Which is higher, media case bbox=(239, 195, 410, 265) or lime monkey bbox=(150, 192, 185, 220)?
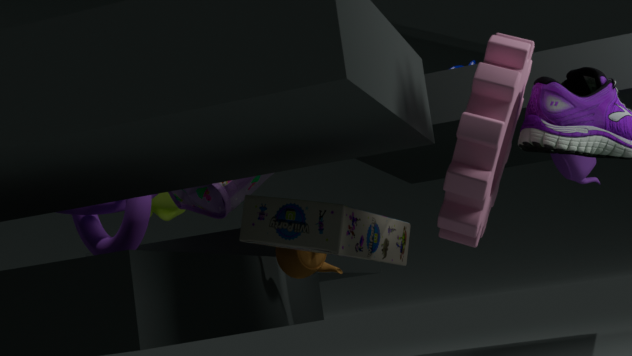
lime monkey bbox=(150, 192, 185, 220)
